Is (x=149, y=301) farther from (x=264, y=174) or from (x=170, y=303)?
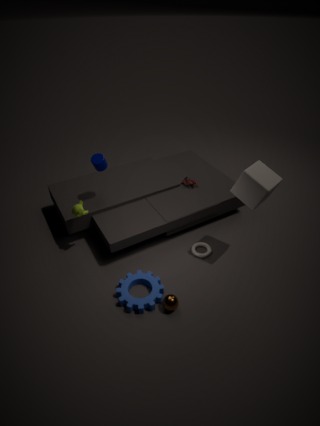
(x=264, y=174)
